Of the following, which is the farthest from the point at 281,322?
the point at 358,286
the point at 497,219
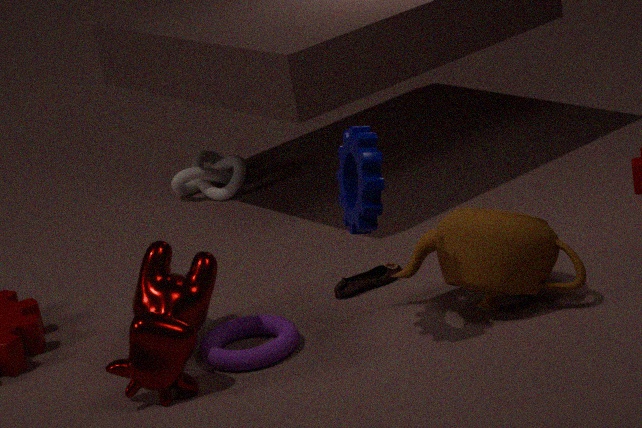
the point at 497,219
